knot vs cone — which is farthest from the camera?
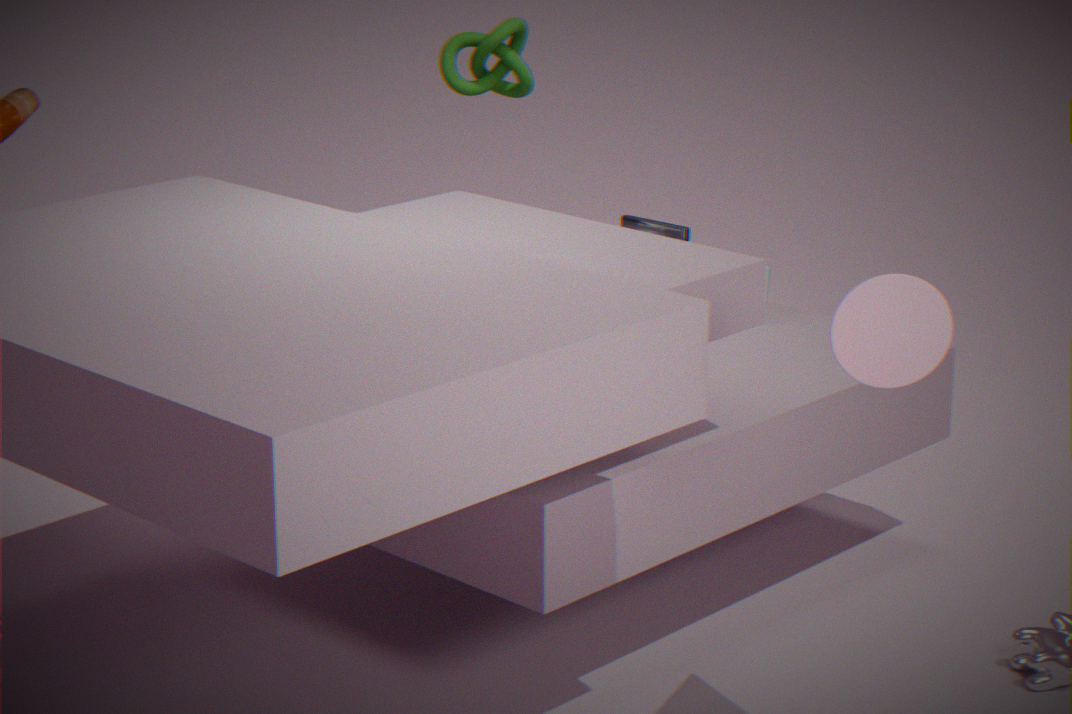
knot
